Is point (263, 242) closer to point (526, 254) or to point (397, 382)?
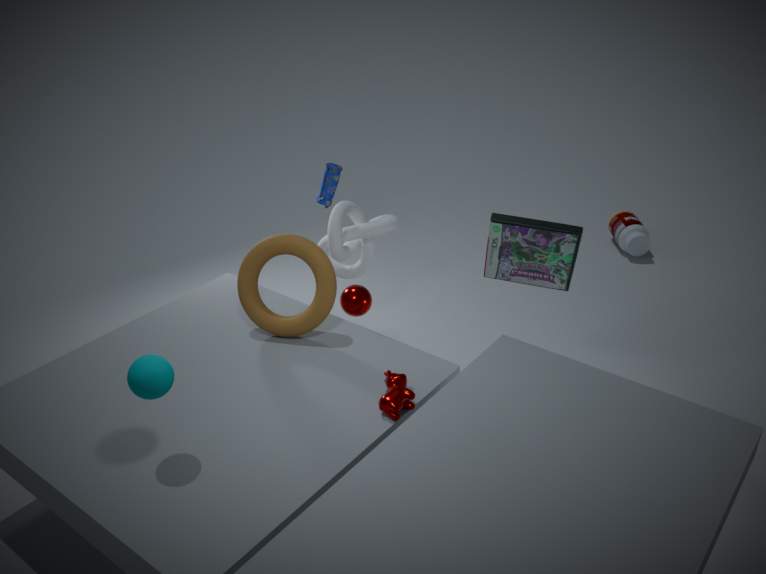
point (397, 382)
